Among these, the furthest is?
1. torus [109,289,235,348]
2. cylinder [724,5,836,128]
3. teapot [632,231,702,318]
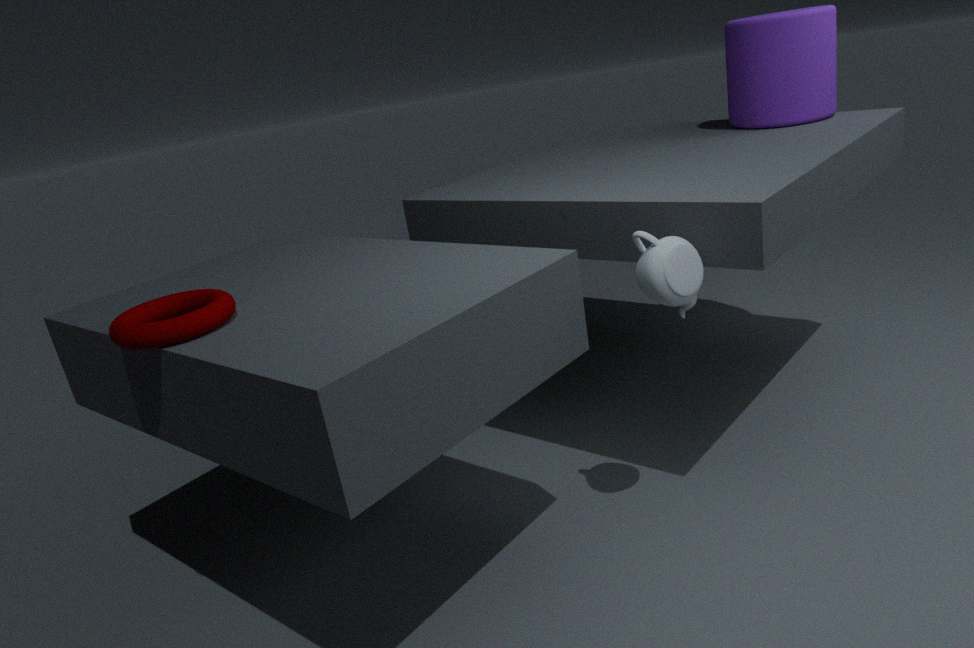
cylinder [724,5,836,128]
